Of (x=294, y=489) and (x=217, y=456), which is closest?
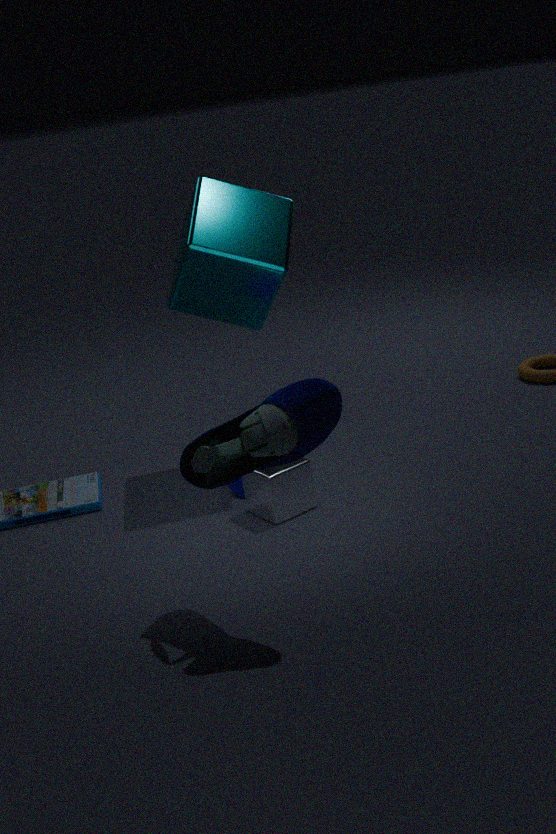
(x=217, y=456)
